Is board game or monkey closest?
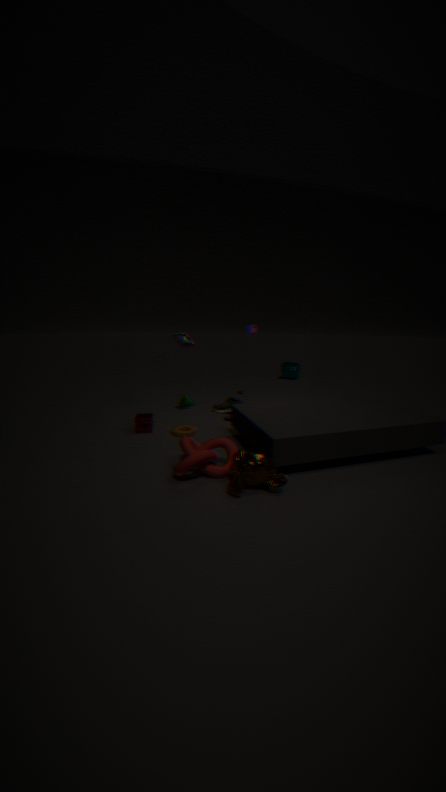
monkey
